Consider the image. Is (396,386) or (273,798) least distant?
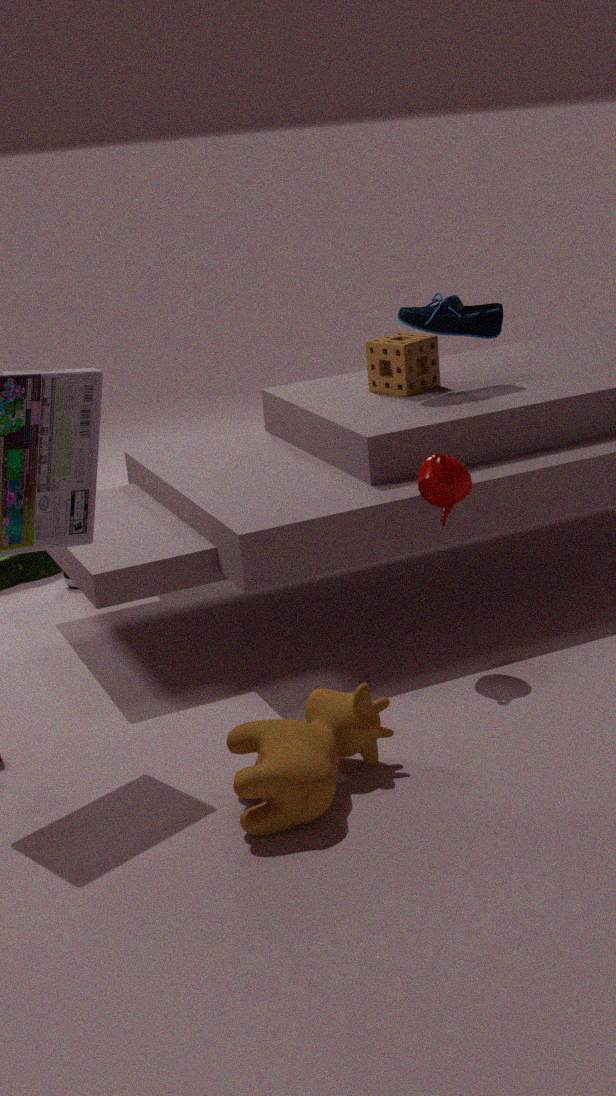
(273,798)
